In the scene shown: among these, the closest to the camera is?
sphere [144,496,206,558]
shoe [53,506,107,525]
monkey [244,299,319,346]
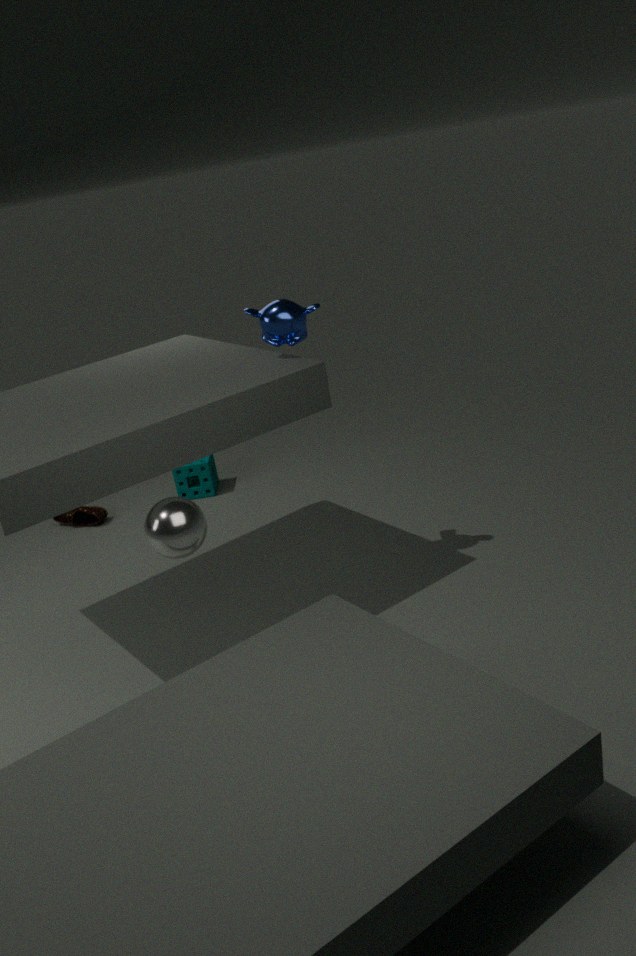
sphere [144,496,206,558]
